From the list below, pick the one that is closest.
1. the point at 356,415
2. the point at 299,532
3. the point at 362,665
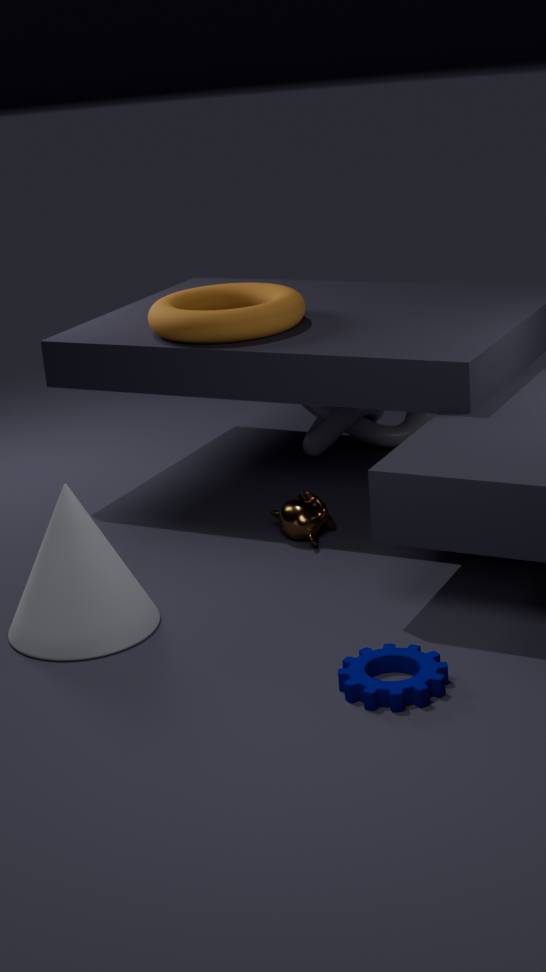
the point at 362,665
